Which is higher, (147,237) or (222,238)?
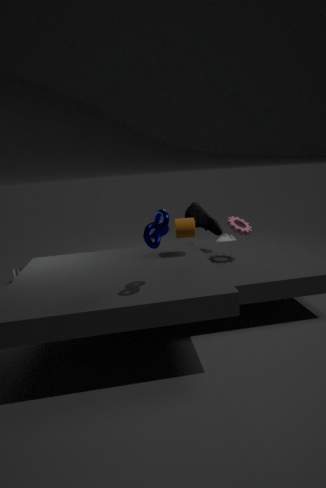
(147,237)
